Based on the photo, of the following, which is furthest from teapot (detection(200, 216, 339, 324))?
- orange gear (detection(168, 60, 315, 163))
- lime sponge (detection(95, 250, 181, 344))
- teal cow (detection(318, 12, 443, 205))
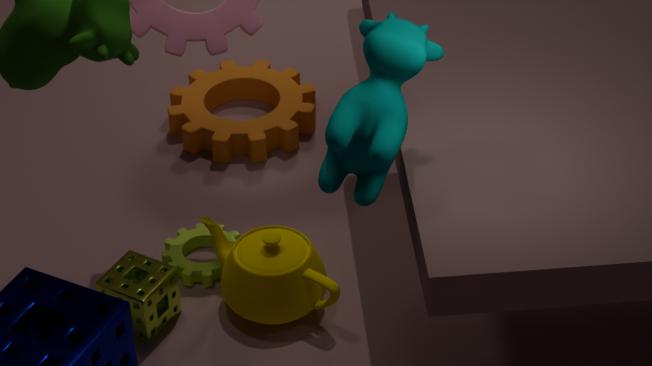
orange gear (detection(168, 60, 315, 163))
